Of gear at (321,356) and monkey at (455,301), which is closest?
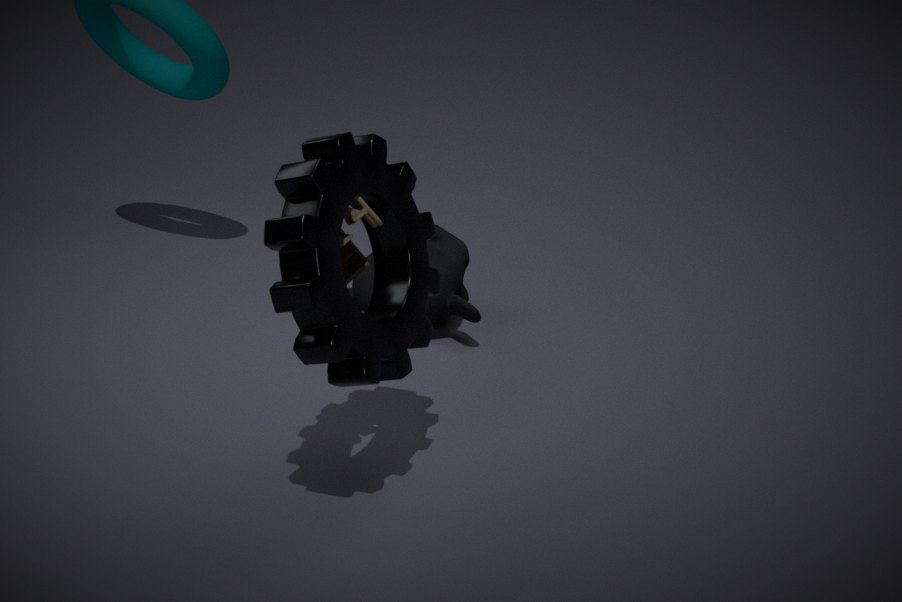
gear at (321,356)
